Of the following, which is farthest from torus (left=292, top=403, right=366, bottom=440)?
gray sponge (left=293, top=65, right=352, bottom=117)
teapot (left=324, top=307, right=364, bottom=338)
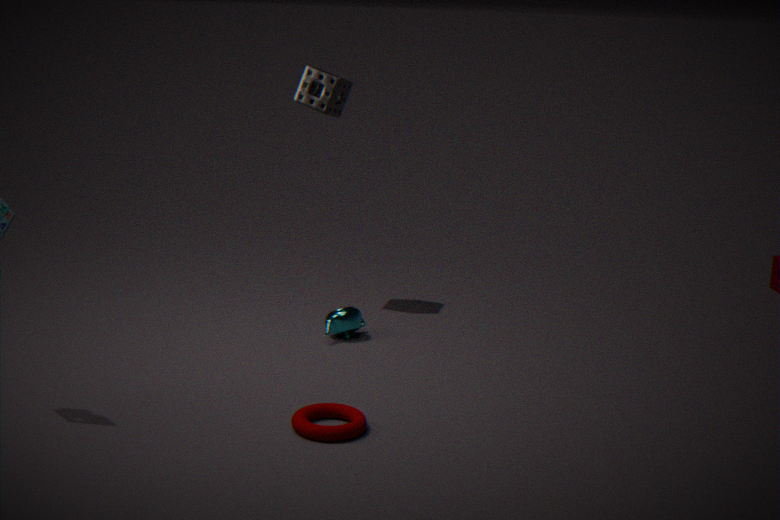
gray sponge (left=293, top=65, right=352, bottom=117)
